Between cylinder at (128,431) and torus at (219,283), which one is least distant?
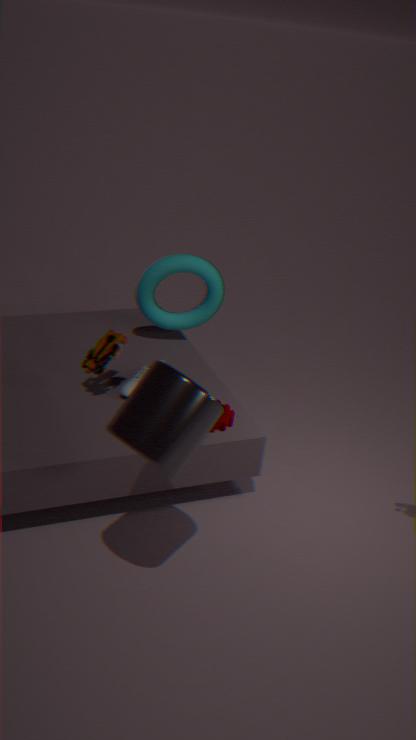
cylinder at (128,431)
